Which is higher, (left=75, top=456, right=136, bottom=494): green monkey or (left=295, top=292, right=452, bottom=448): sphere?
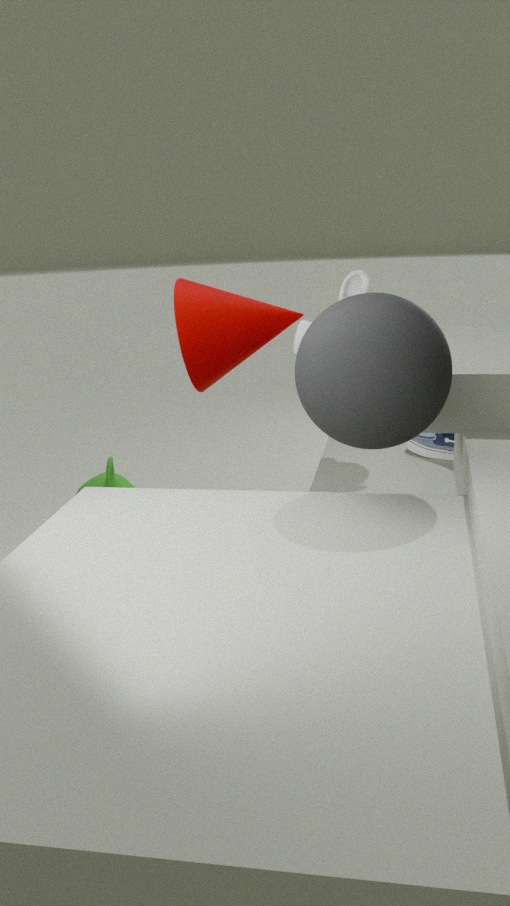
(left=295, top=292, right=452, bottom=448): sphere
